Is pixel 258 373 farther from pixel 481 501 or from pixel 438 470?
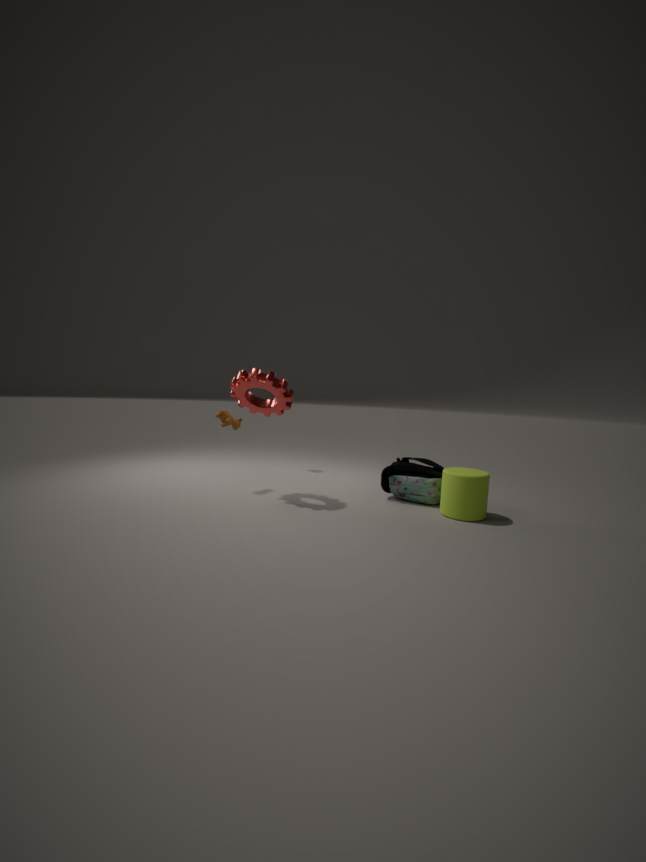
pixel 481 501
